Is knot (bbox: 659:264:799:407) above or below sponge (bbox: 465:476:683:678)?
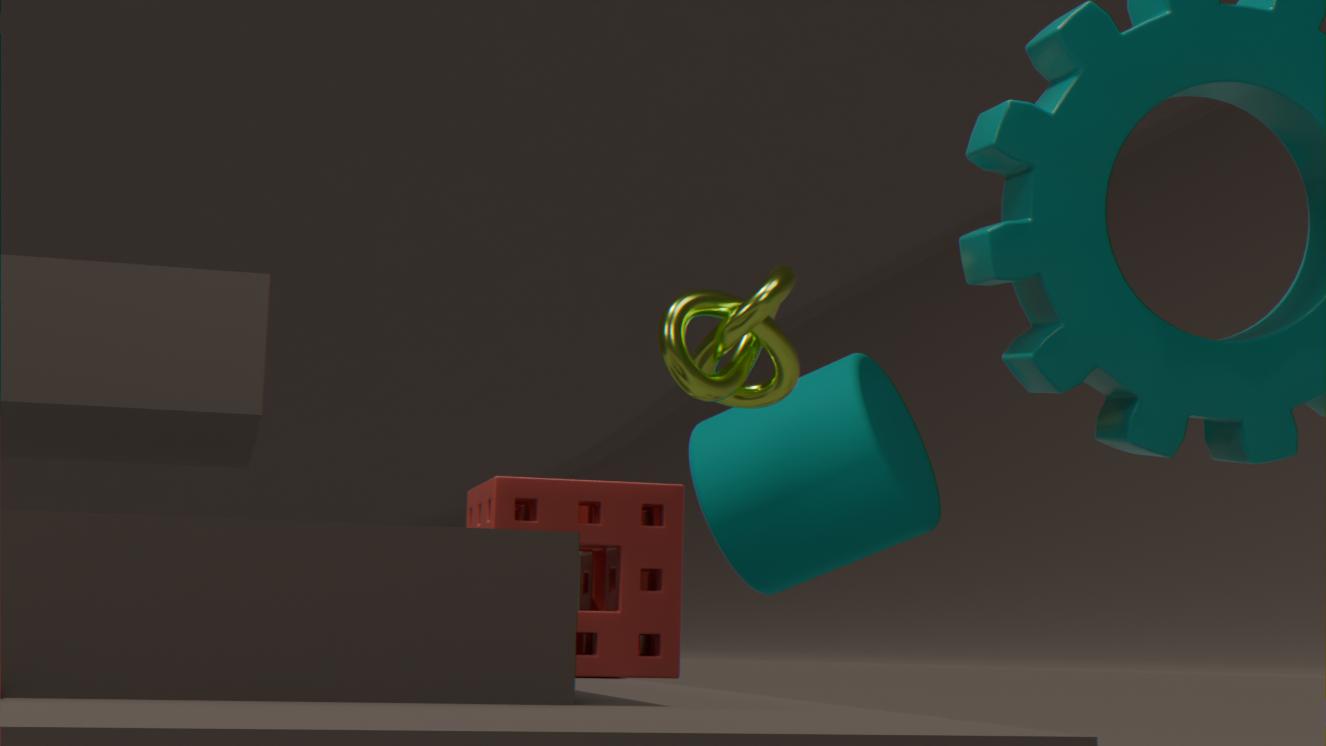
above
